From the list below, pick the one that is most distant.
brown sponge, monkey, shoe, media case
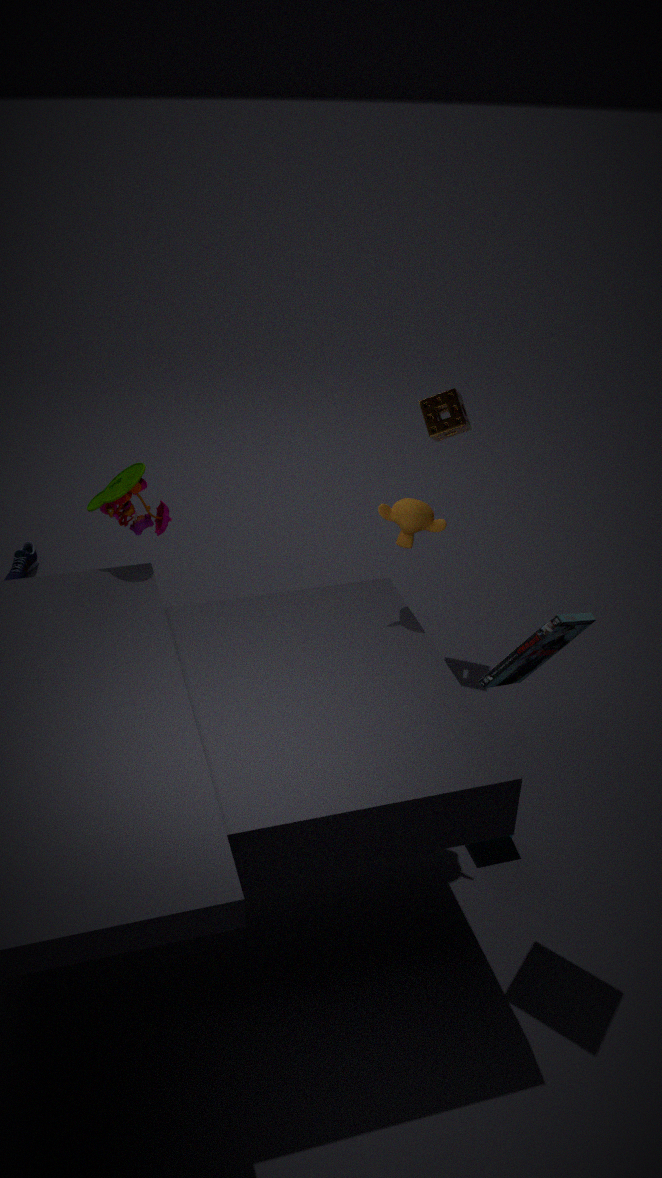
shoe
